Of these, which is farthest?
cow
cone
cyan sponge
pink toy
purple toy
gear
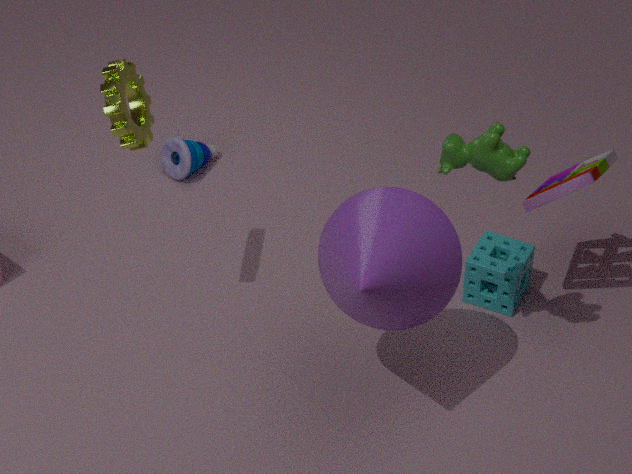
purple toy
